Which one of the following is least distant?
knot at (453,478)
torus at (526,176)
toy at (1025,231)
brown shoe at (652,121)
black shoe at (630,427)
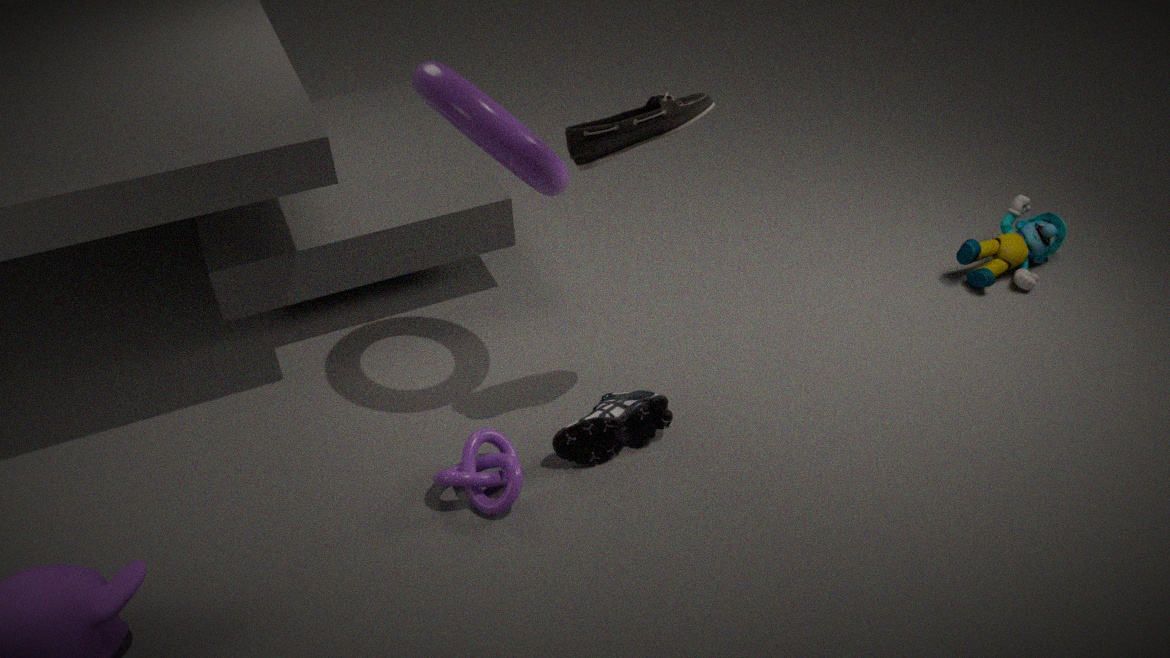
brown shoe at (652,121)
